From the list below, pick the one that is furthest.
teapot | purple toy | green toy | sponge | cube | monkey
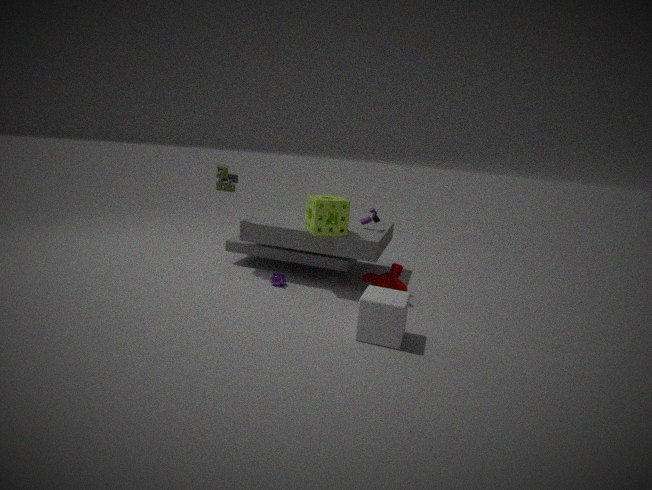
purple toy
